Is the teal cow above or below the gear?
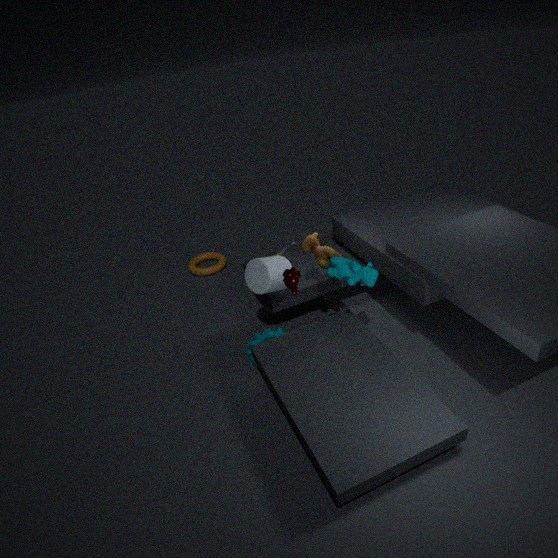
above
